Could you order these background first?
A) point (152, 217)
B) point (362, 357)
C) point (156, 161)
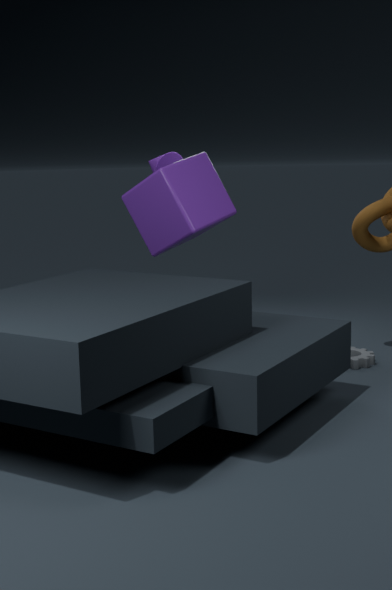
point (156, 161) → point (362, 357) → point (152, 217)
